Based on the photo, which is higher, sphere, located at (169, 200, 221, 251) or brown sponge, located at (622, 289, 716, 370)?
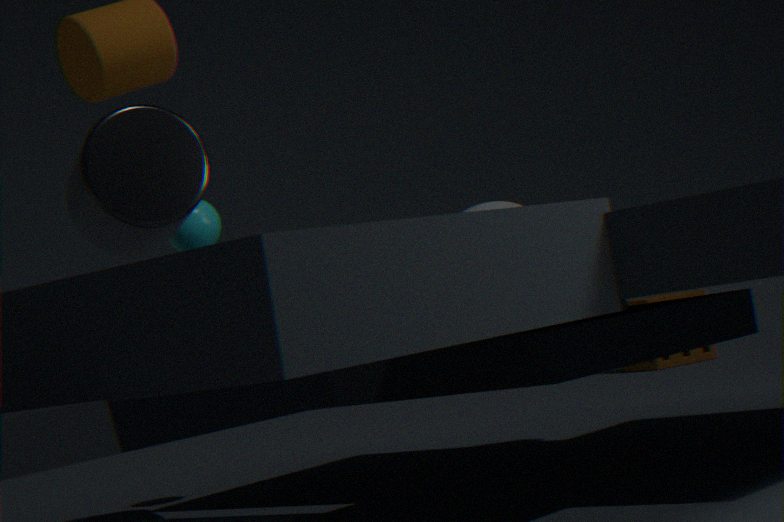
sphere, located at (169, 200, 221, 251)
